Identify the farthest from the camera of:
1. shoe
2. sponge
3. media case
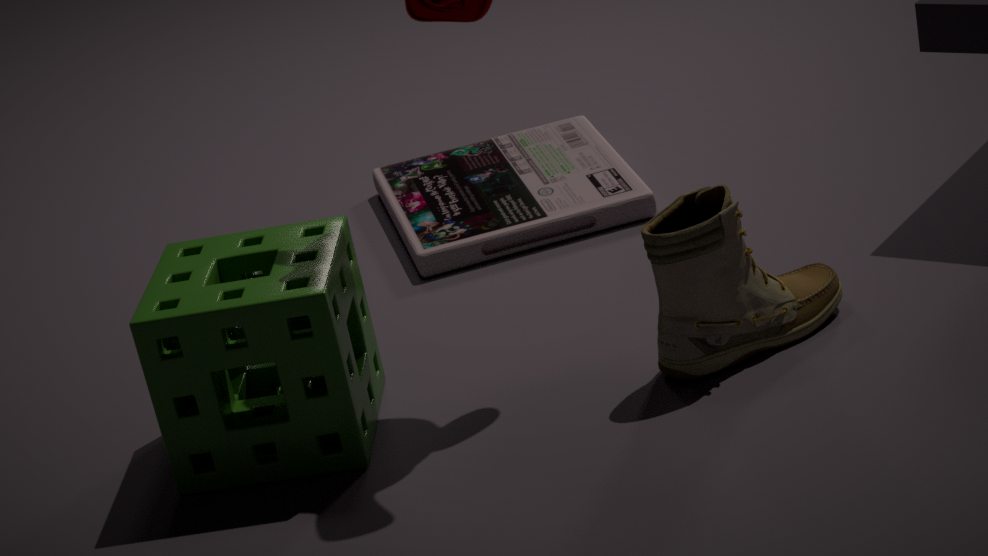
media case
